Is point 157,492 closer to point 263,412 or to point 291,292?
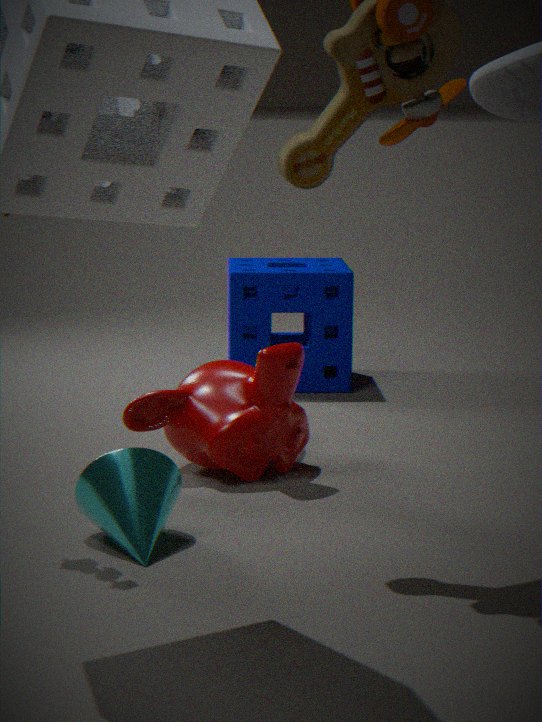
point 263,412
